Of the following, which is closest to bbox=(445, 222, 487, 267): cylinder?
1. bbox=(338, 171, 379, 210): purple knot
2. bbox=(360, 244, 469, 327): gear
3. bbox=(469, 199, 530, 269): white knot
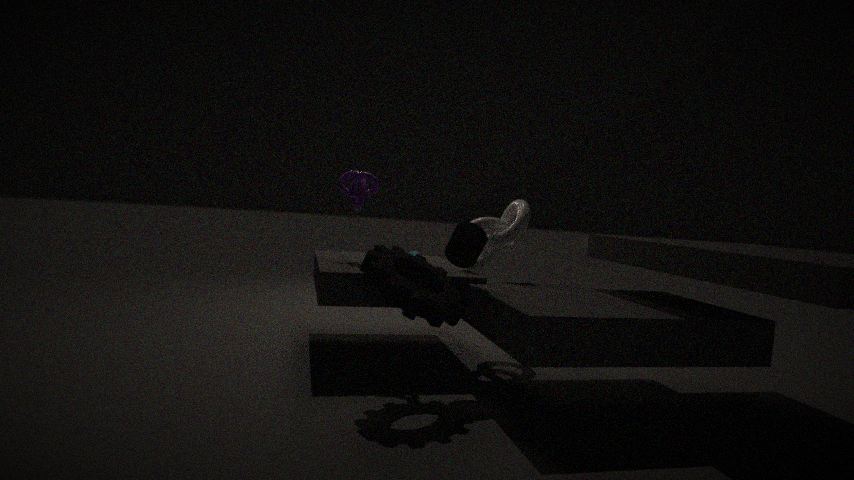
bbox=(360, 244, 469, 327): gear
